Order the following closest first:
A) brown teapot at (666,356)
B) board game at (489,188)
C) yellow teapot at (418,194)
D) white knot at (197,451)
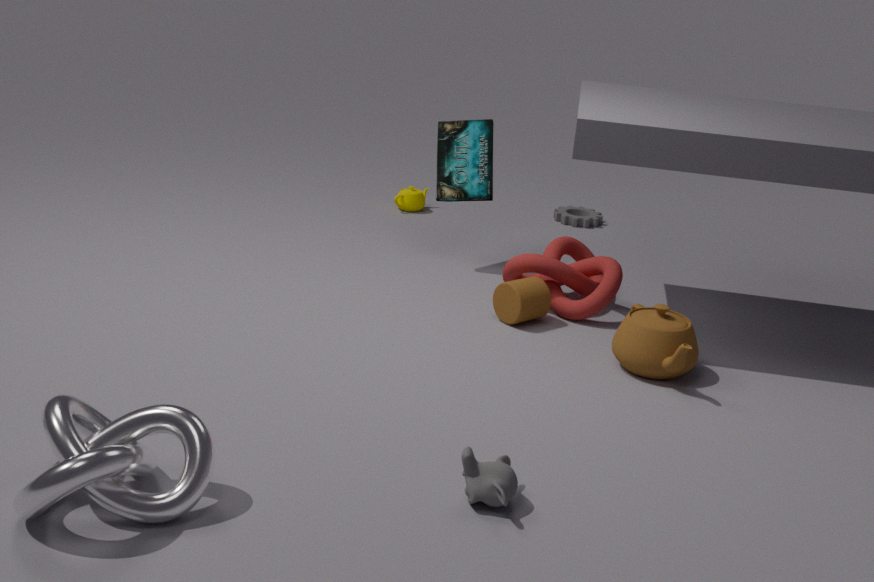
white knot at (197,451), brown teapot at (666,356), board game at (489,188), yellow teapot at (418,194)
